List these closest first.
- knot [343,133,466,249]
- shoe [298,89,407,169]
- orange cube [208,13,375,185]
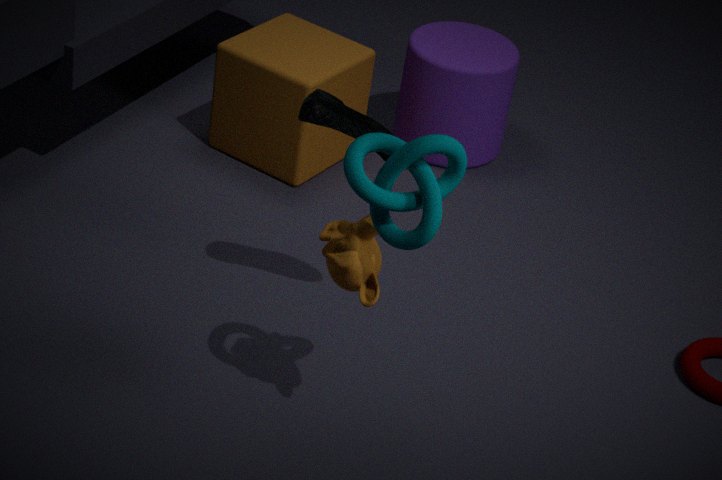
knot [343,133,466,249], shoe [298,89,407,169], orange cube [208,13,375,185]
